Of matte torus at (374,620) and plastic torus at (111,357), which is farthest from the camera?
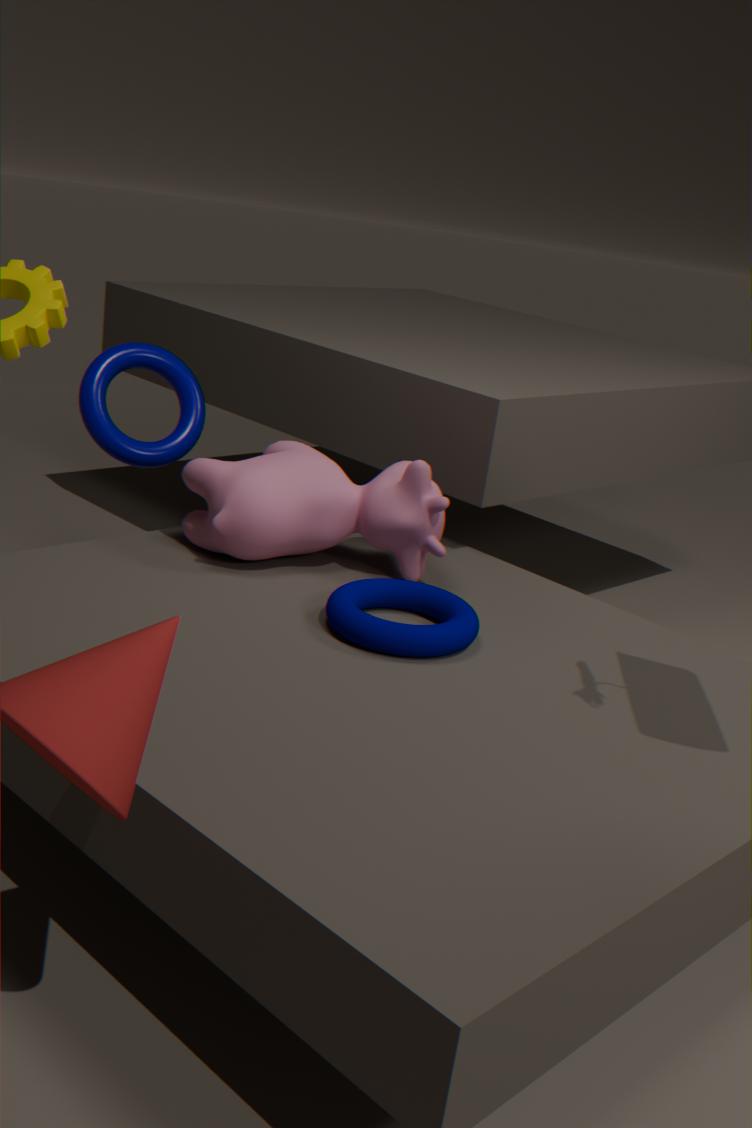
plastic torus at (111,357)
